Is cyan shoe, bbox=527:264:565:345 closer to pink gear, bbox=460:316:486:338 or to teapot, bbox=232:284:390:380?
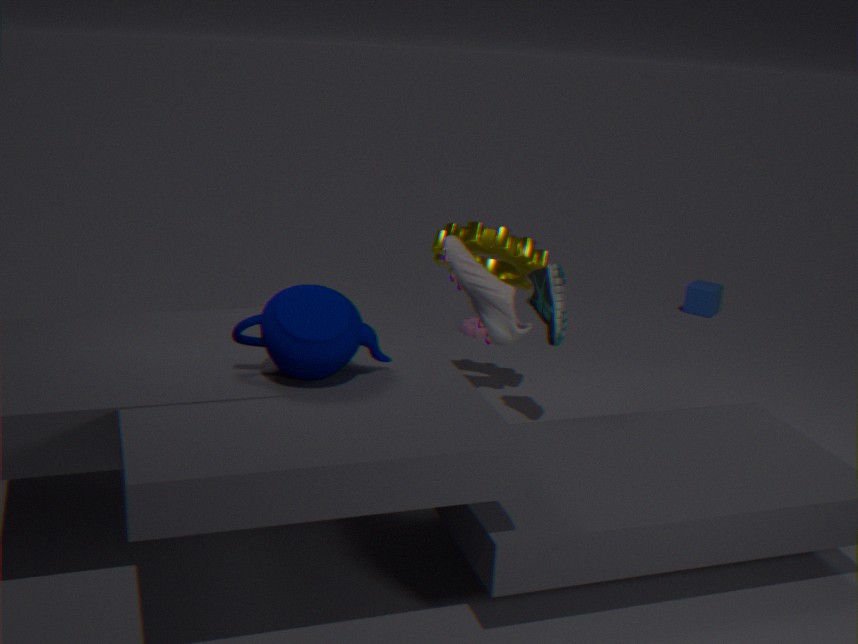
teapot, bbox=232:284:390:380
